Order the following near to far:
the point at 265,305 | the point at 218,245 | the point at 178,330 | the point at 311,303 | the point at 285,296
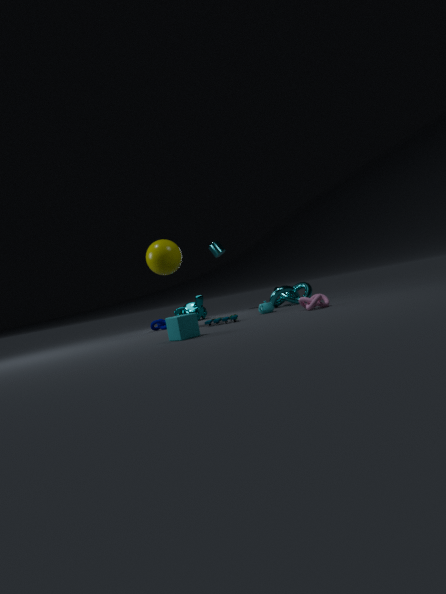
1. the point at 178,330
2. the point at 311,303
3. the point at 265,305
4. the point at 285,296
5. the point at 218,245
